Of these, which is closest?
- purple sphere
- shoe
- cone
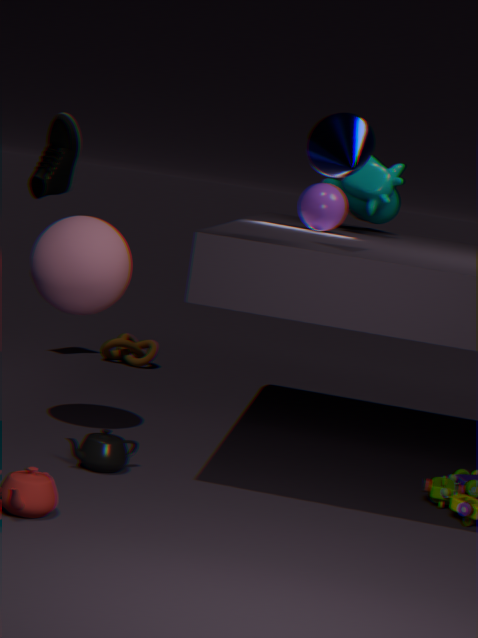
cone
